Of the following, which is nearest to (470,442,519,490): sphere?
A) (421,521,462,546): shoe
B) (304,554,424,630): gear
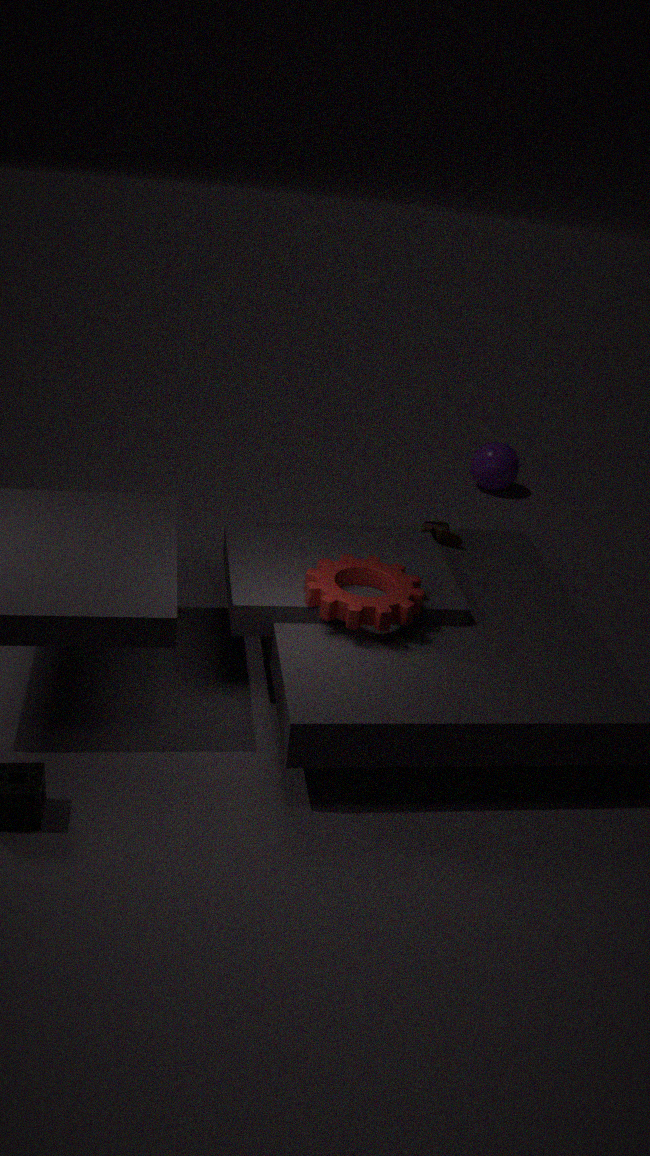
(421,521,462,546): shoe
